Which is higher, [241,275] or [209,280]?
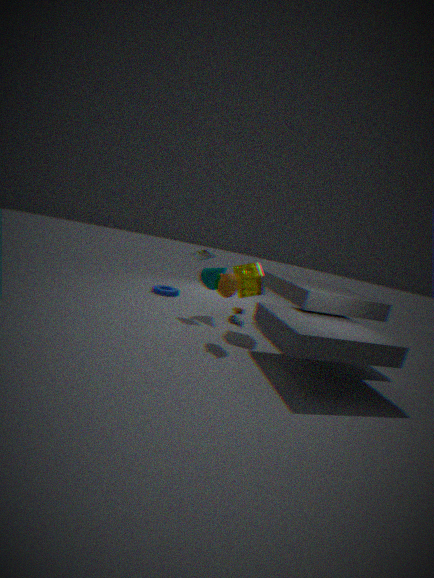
[241,275]
